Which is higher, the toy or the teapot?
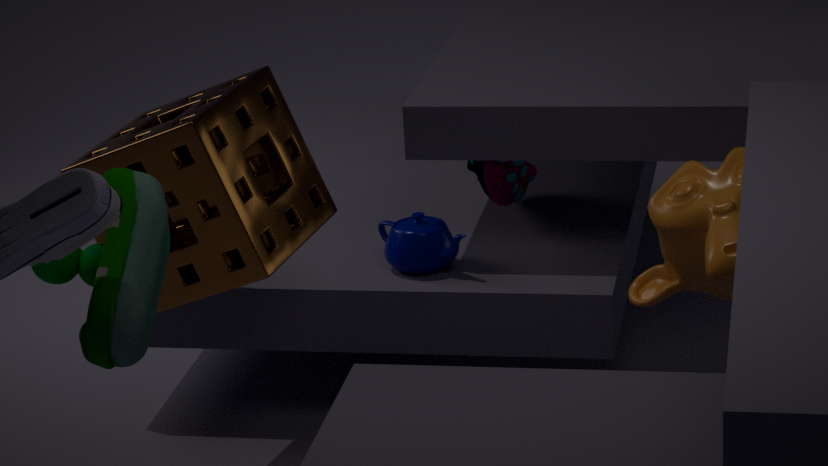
the toy
